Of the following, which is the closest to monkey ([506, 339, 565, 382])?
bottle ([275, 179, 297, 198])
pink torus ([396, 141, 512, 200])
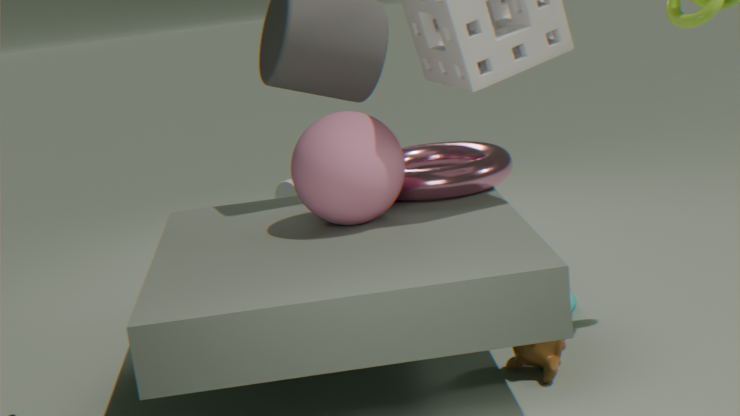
pink torus ([396, 141, 512, 200])
